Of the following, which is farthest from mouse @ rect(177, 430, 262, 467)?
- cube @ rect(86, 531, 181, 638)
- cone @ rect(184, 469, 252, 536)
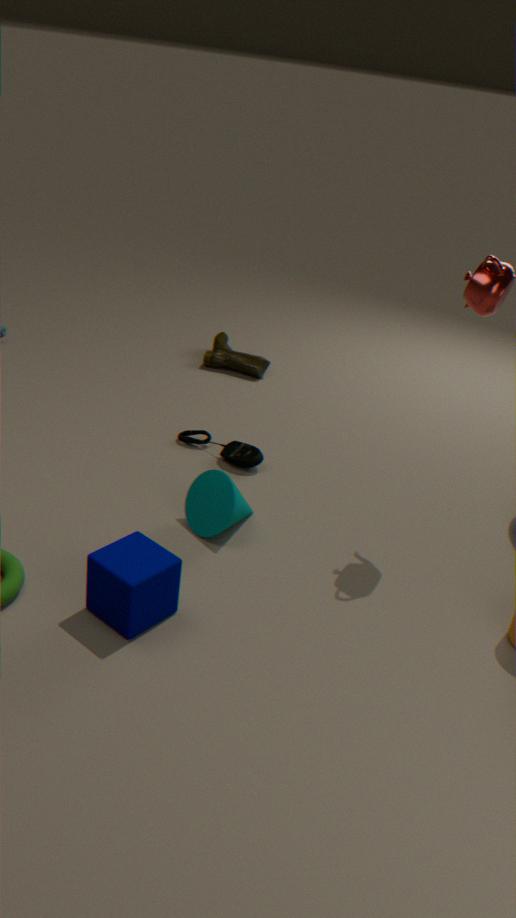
cube @ rect(86, 531, 181, 638)
